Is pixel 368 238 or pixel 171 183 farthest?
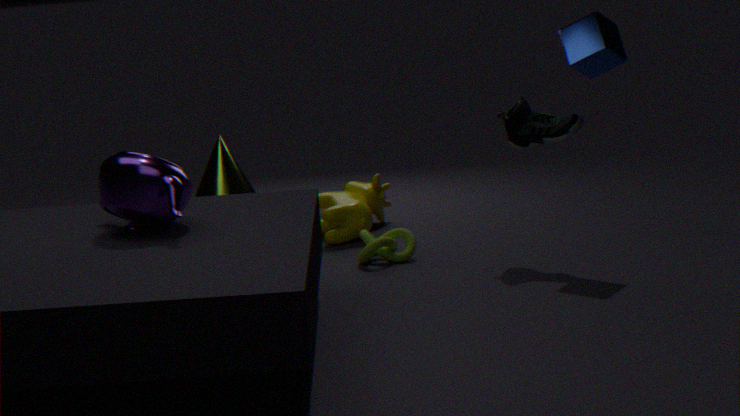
pixel 368 238
